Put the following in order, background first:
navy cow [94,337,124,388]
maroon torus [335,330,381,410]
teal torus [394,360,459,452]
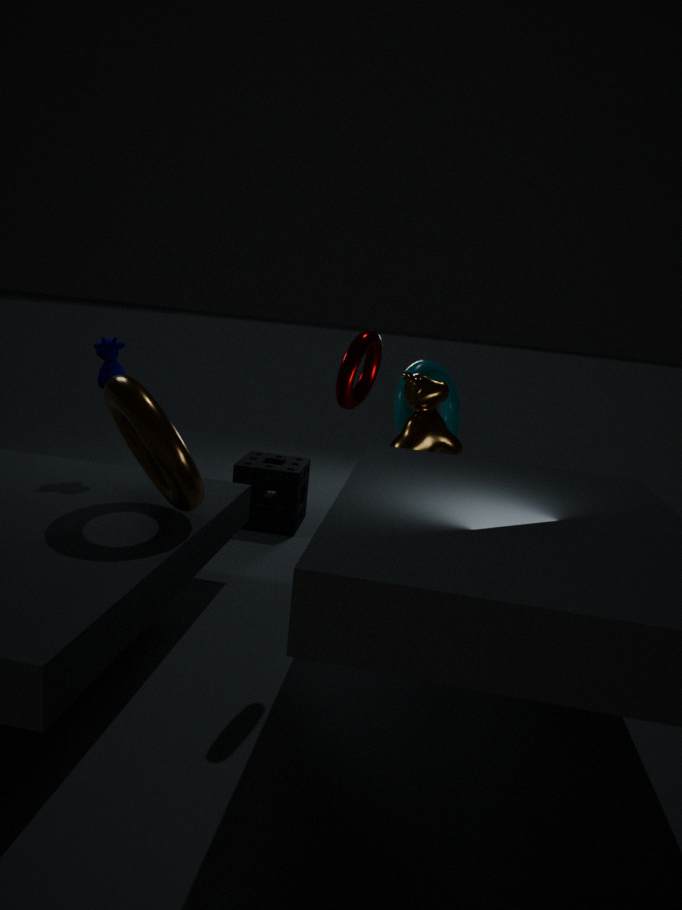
1. teal torus [394,360,459,452]
2. navy cow [94,337,124,388]
3. maroon torus [335,330,381,410]
